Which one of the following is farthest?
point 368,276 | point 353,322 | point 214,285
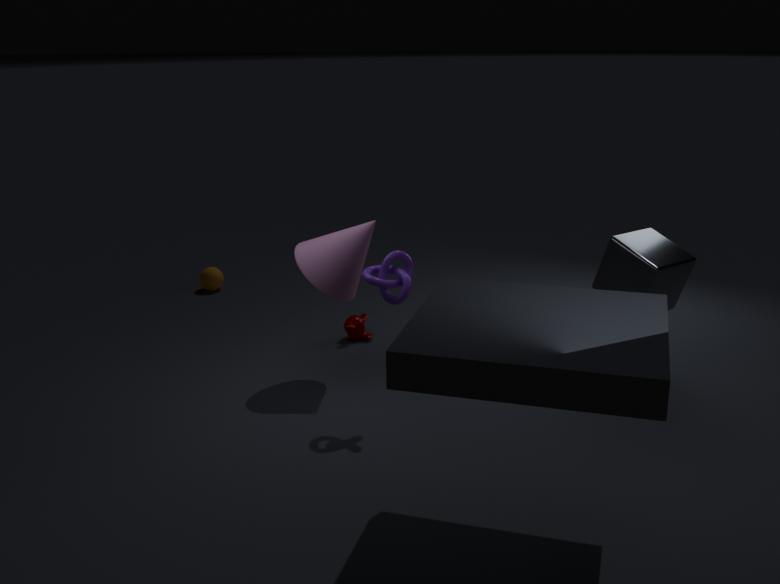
point 214,285
